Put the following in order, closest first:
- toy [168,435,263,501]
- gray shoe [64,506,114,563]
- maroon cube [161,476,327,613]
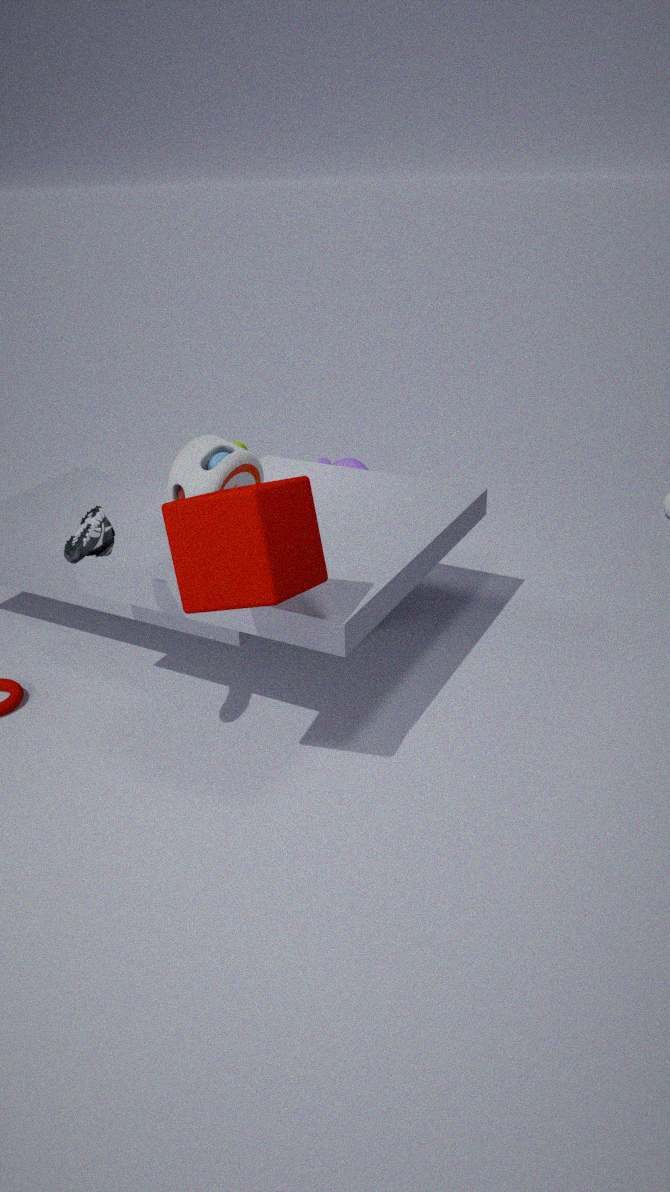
maroon cube [161,476,327,613] < gray shoe [64,506,114,563] < toy [168,435,263,501]
